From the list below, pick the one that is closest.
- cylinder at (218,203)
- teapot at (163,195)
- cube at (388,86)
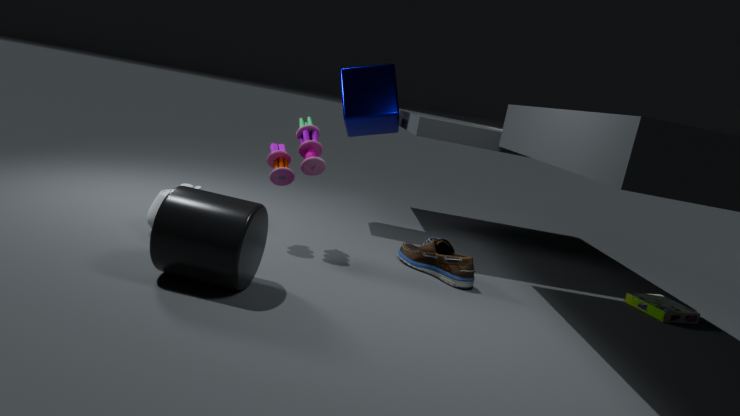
cylinder at (218,203)
